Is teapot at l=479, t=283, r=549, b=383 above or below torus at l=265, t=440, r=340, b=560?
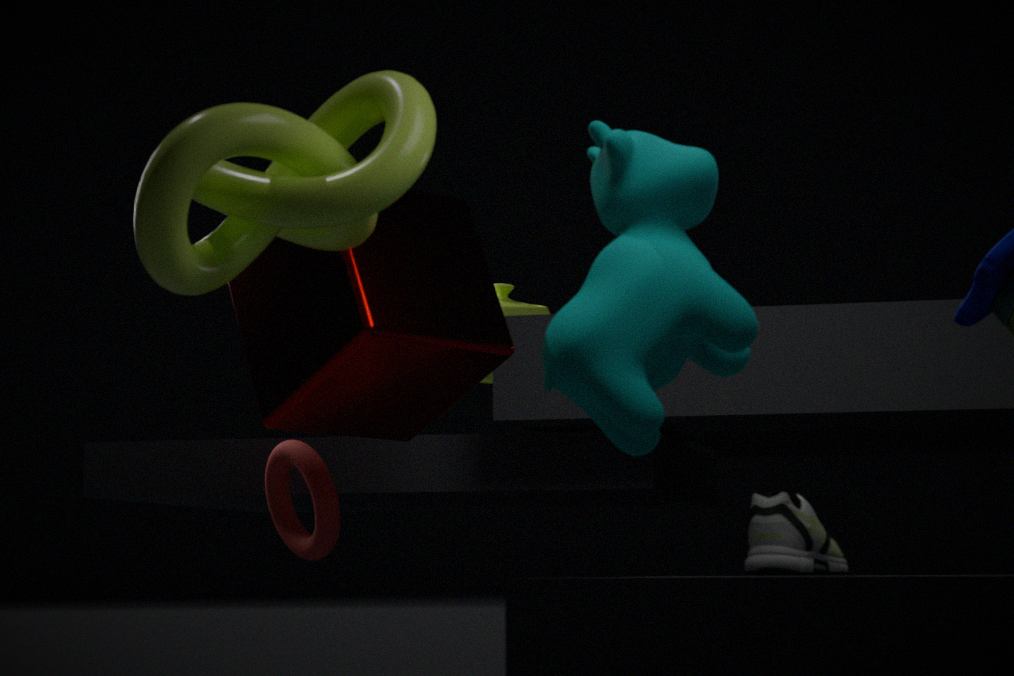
above
